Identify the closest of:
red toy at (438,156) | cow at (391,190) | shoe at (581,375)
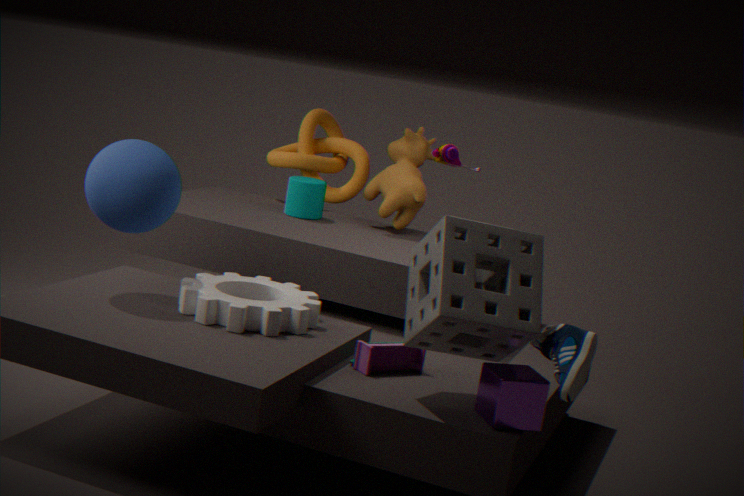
shoe at (581,375)
